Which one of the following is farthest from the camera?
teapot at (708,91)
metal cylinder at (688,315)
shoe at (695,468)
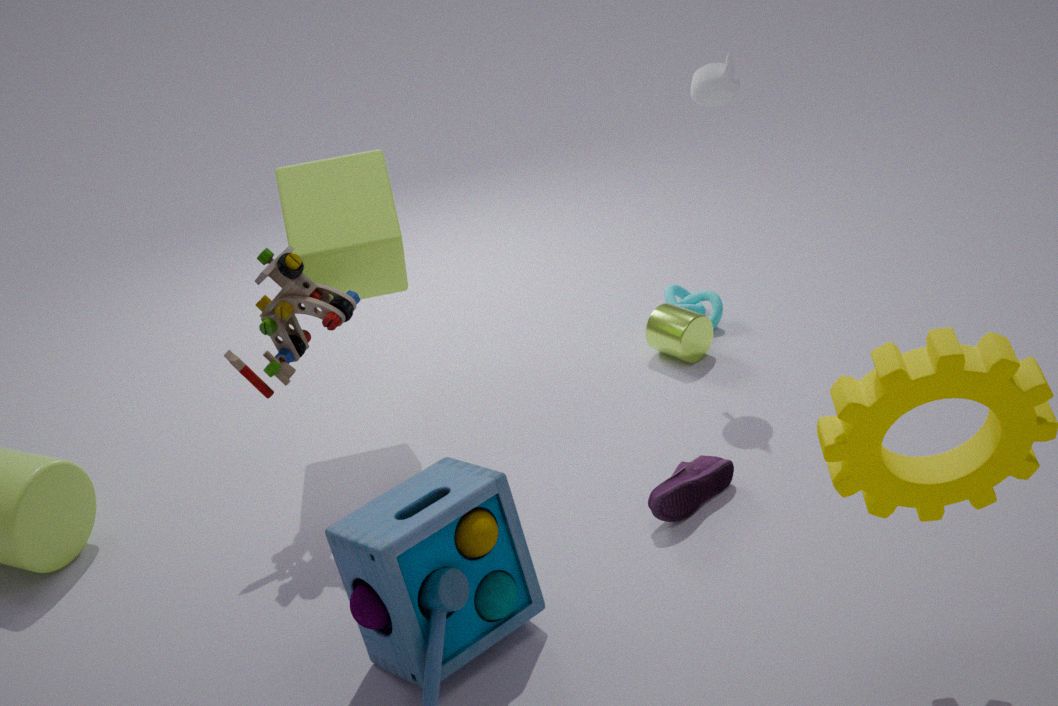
metal cylinder at (688,315)
